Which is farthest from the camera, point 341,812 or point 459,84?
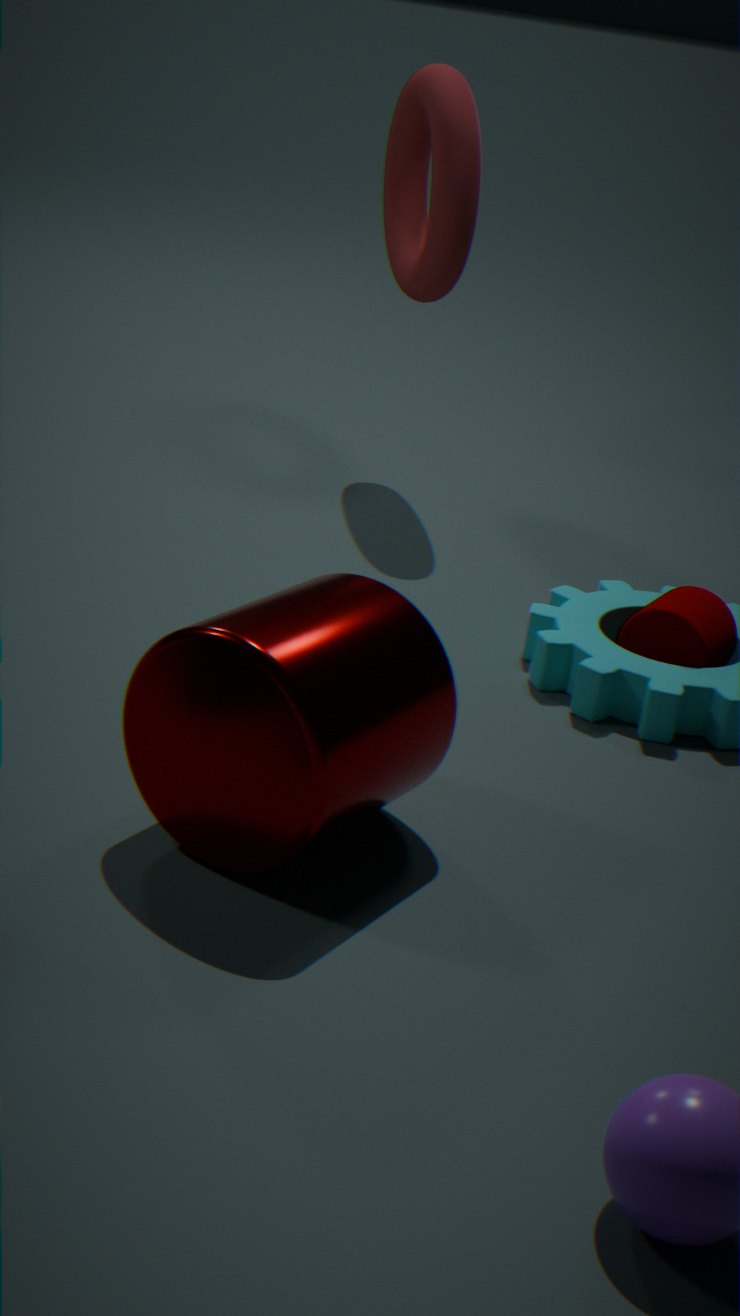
point 459,84
